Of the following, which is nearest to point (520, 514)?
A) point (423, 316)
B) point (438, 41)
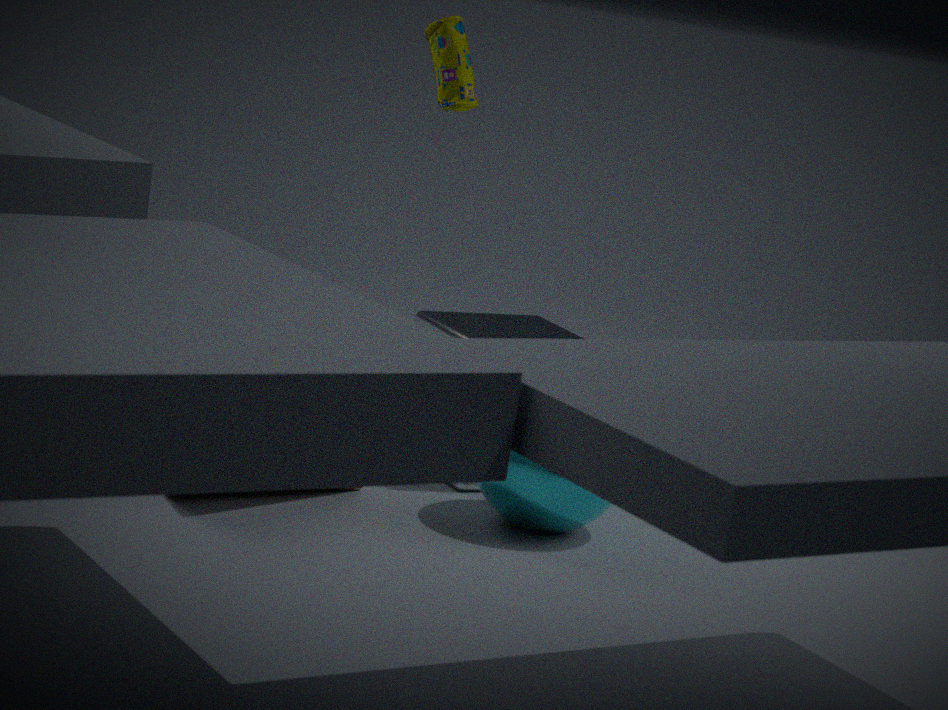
point (423, 316)
